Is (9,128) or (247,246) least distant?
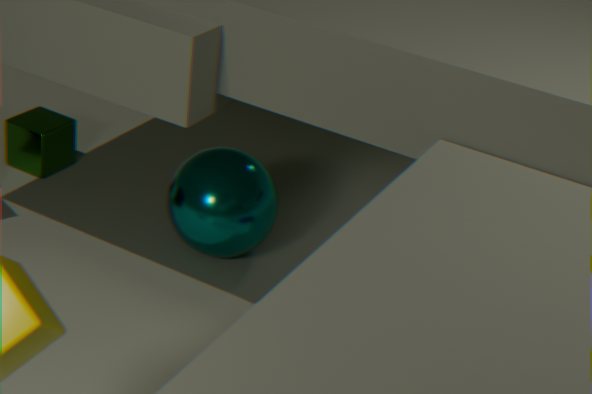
(247,246)
